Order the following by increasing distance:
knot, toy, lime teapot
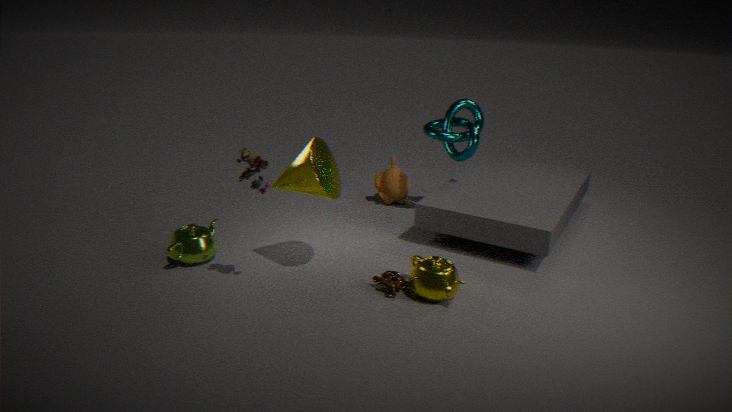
toy, lime teapot, knot
